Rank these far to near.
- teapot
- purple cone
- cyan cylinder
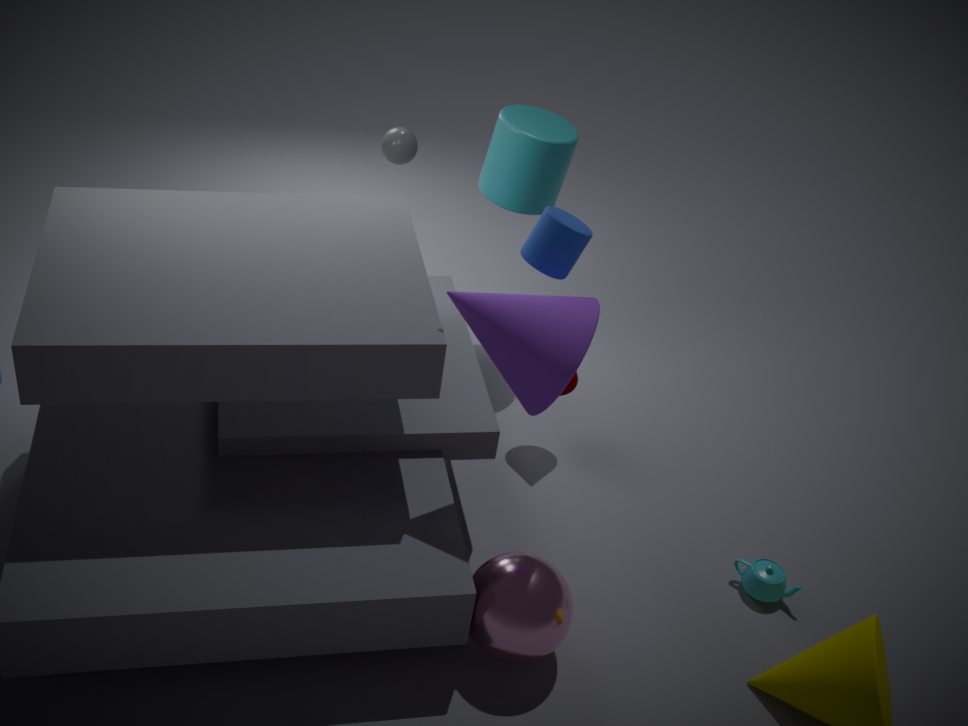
cyan cylinder
teapot
purple cone
